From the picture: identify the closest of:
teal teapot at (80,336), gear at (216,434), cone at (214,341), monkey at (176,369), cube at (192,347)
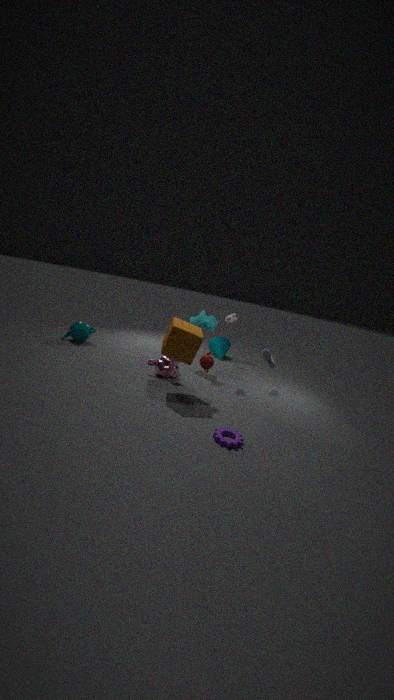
gear at (216,434)
